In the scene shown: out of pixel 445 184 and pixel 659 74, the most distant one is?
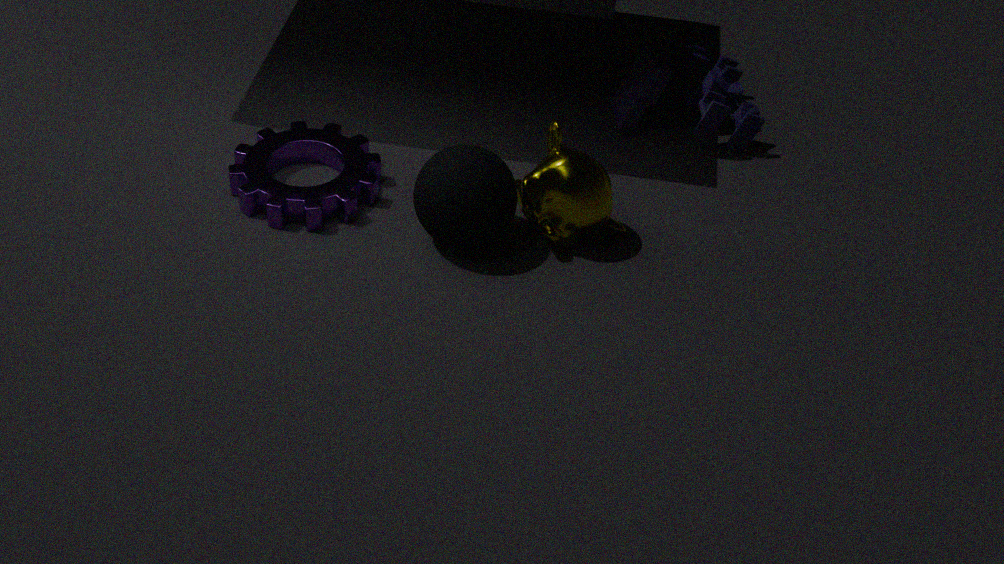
pixel 659 74
